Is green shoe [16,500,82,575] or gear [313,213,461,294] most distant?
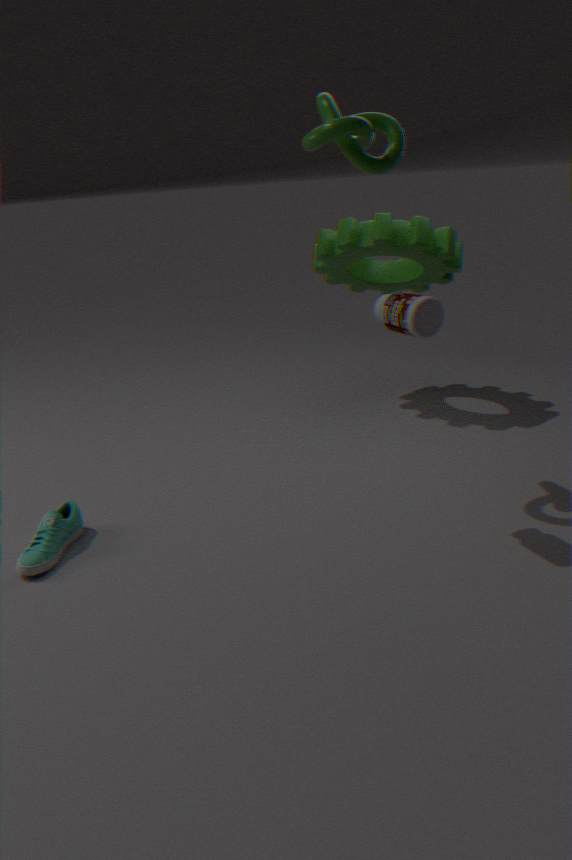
gear [313,213,461,294]
